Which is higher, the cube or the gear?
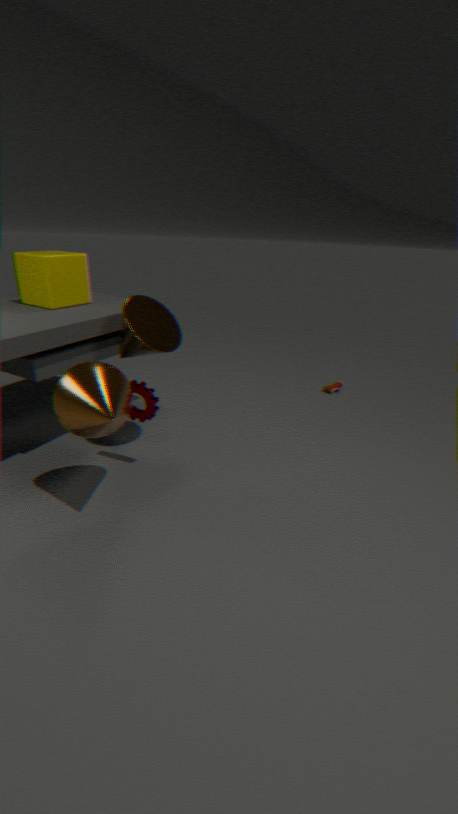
the cube
